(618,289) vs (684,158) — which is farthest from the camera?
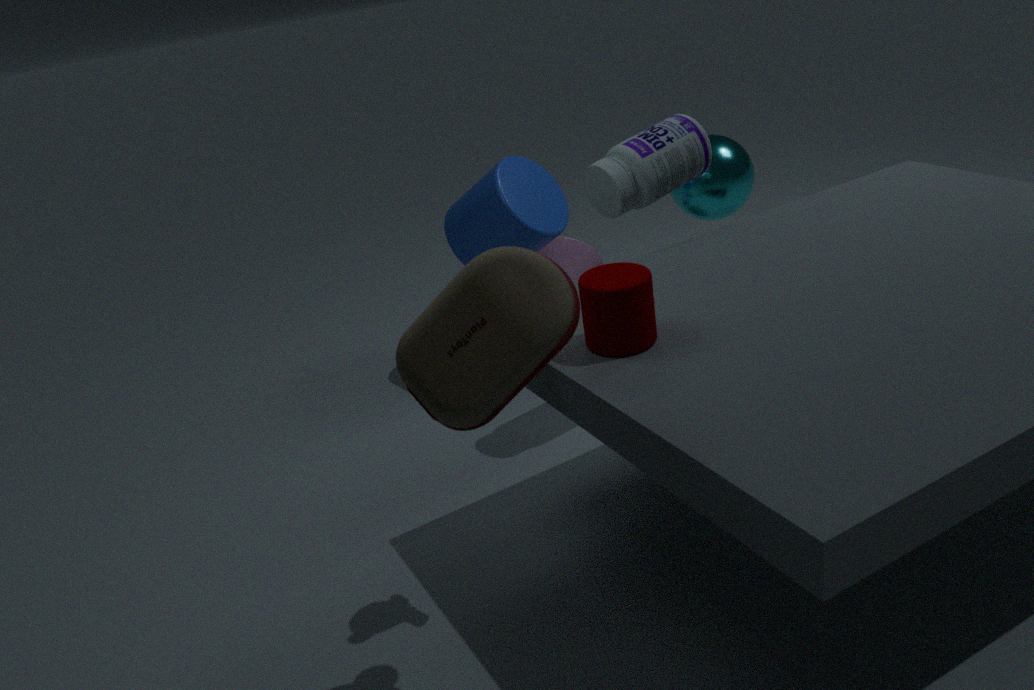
(684,158)
